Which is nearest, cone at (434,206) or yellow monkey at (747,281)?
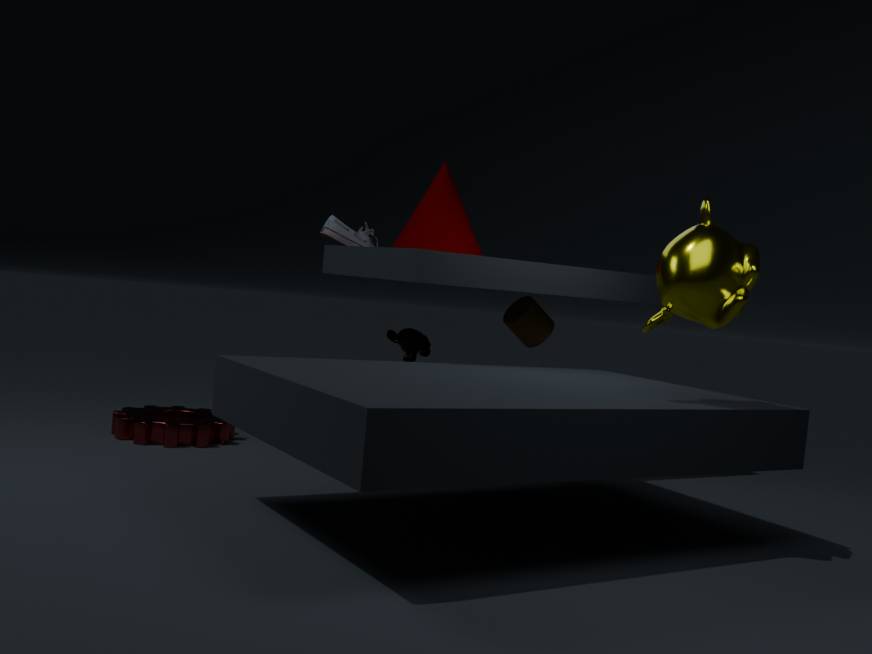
yellow monkey at (747,281)
